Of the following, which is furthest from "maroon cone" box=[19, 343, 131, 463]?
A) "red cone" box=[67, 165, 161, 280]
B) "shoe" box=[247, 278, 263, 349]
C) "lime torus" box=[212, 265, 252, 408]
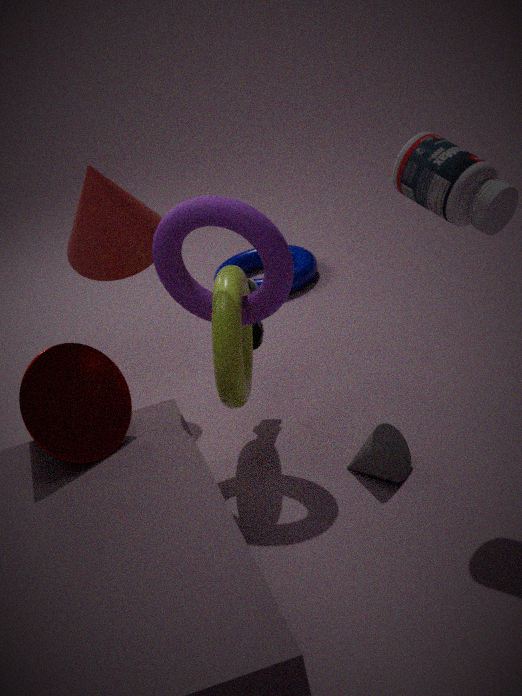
"shoe" box=[247, 278, 263, 349]
